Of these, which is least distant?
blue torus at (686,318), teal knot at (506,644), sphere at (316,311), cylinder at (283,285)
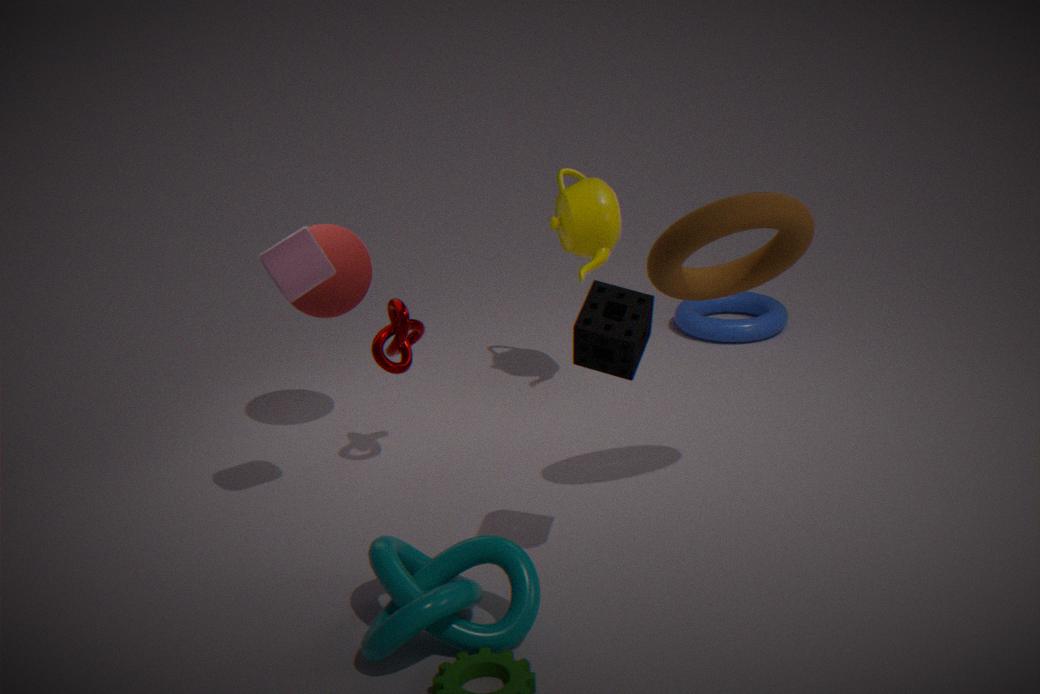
teal knot at (506,644)
